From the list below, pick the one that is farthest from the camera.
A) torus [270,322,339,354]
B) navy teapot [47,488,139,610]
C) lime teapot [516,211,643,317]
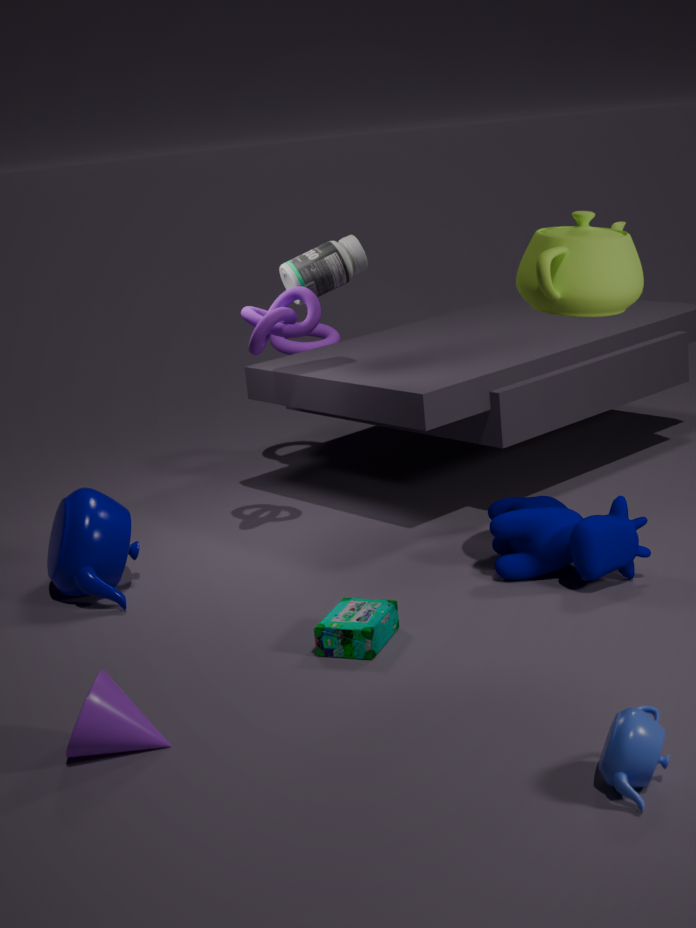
torus [270,322,339,354]
